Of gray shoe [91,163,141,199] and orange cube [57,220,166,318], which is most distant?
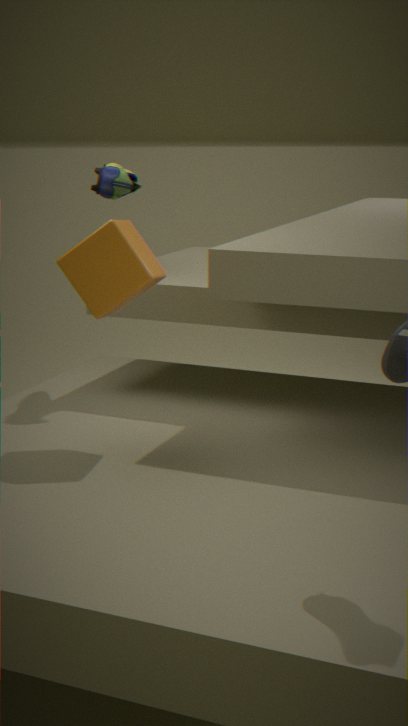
gray shoe [91,163,141,199]
